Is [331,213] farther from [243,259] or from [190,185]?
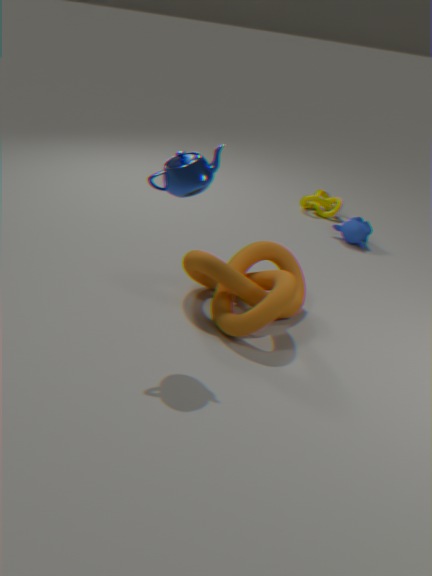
[190,185]
